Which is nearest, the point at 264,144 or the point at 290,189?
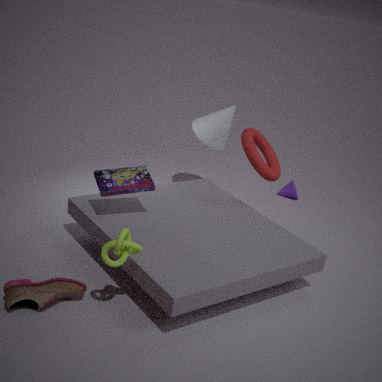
the point at 264,144
